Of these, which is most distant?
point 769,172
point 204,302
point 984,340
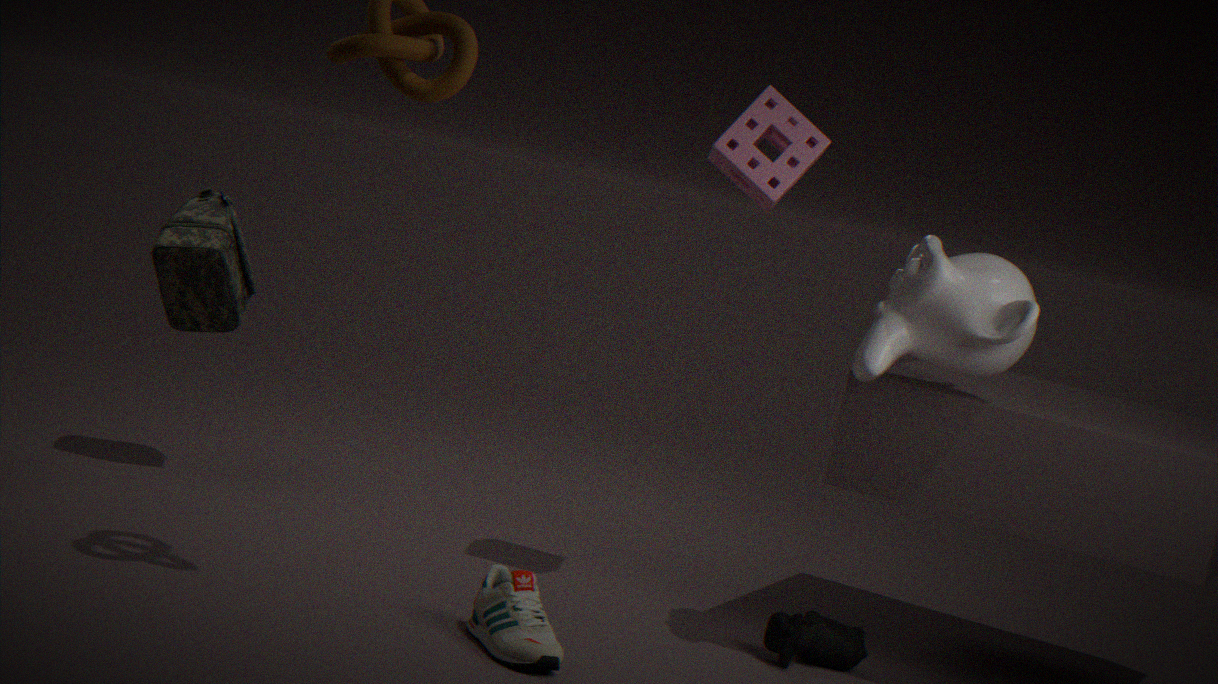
point 204,302
